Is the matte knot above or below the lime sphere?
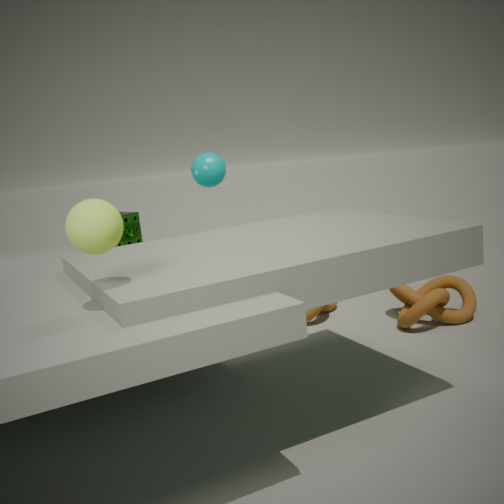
below
